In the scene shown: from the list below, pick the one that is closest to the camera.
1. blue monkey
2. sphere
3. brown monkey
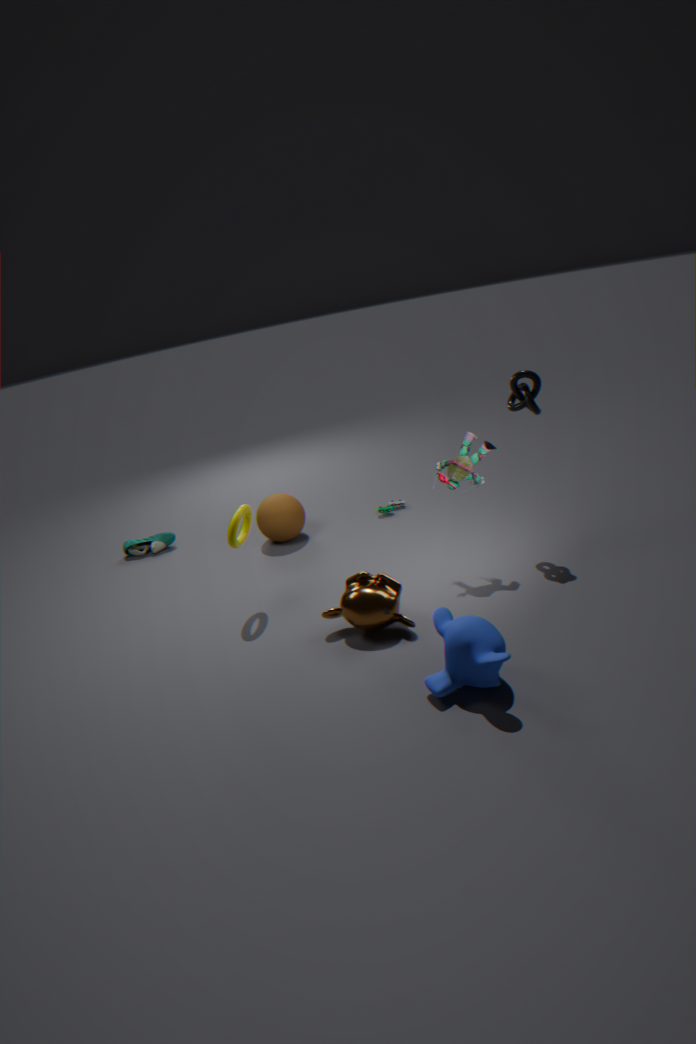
blue monkey
